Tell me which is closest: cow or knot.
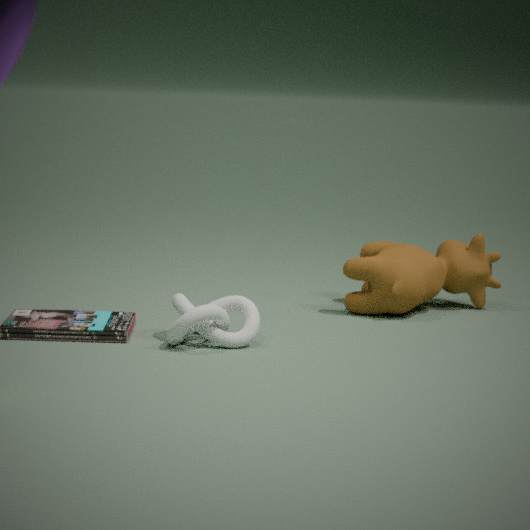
knot
